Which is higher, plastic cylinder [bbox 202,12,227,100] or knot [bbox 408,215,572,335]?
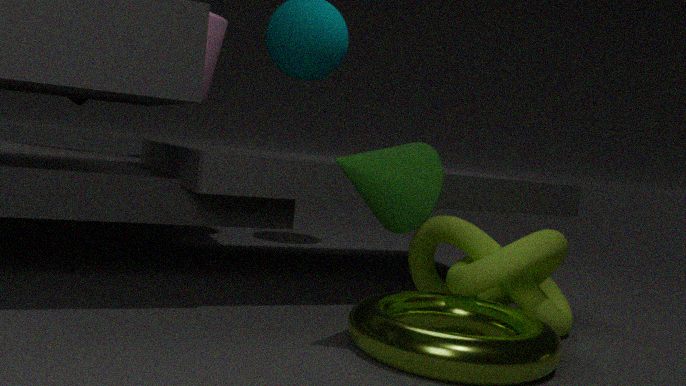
plastic cylinder [bbox 202,12,227,100]
